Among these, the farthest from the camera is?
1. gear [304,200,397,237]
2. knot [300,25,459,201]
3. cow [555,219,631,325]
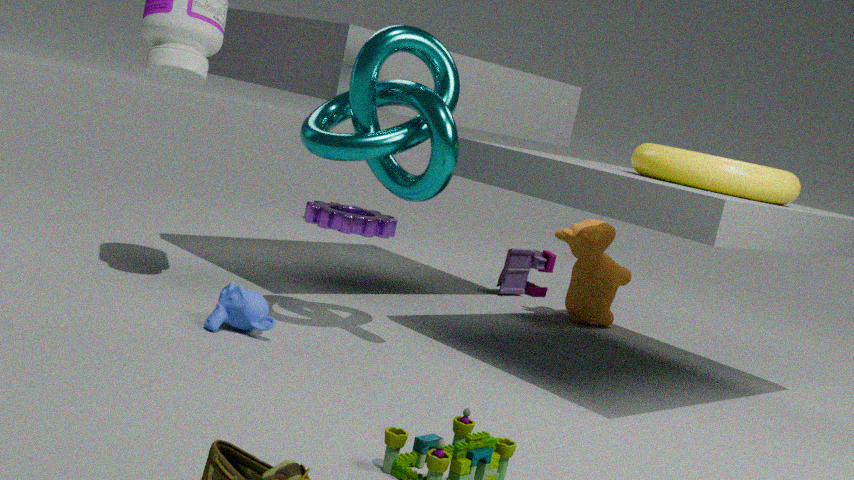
gear [304,200,397,237]
